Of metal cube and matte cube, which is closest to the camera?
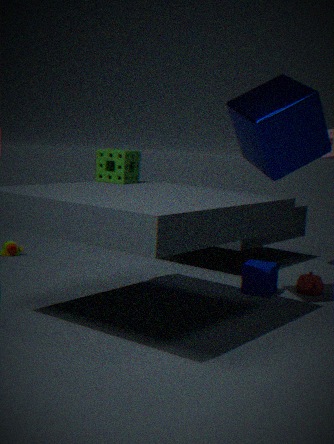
metal cube
